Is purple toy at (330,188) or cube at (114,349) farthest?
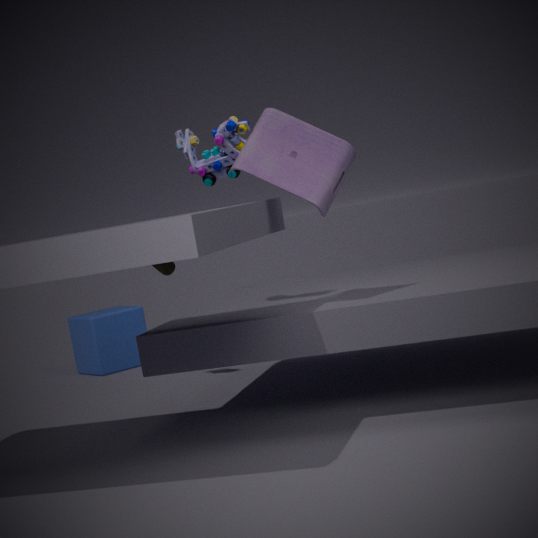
cube at (114,349)
